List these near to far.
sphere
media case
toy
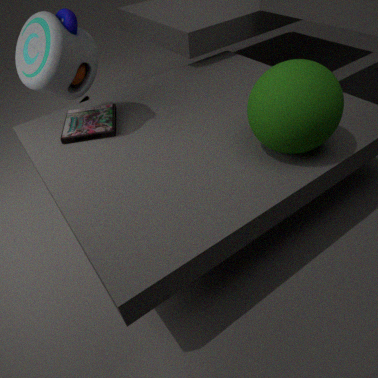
sphere → toy → media case
